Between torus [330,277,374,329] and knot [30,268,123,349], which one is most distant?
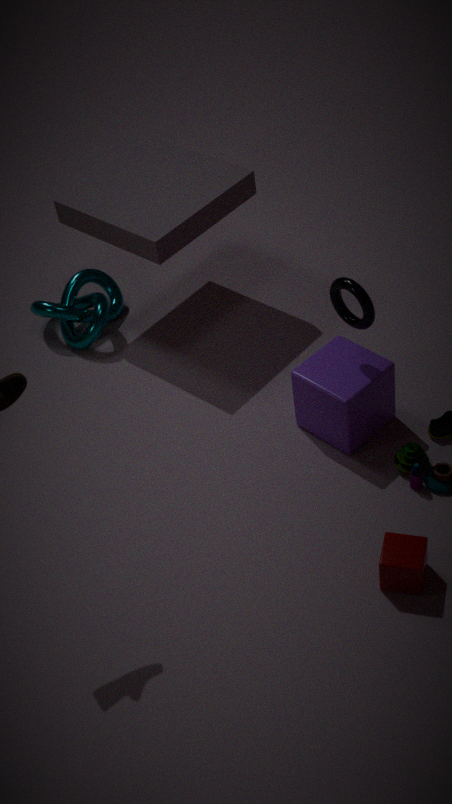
knot [30,268,123,349]
